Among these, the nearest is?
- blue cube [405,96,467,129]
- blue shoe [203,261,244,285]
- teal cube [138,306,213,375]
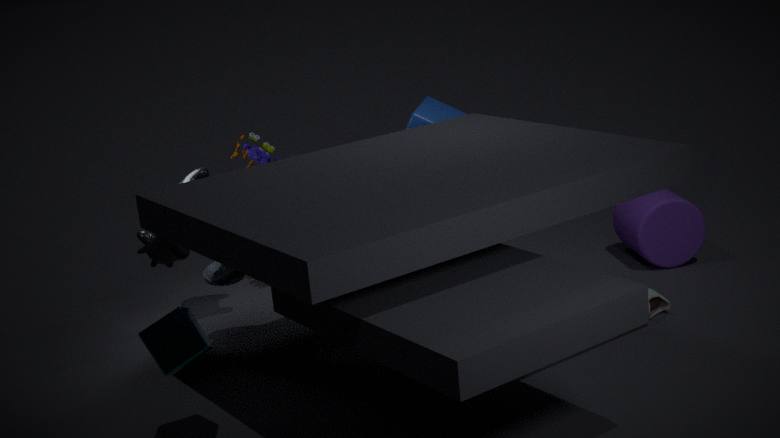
teal cube [138,306,213,375]
